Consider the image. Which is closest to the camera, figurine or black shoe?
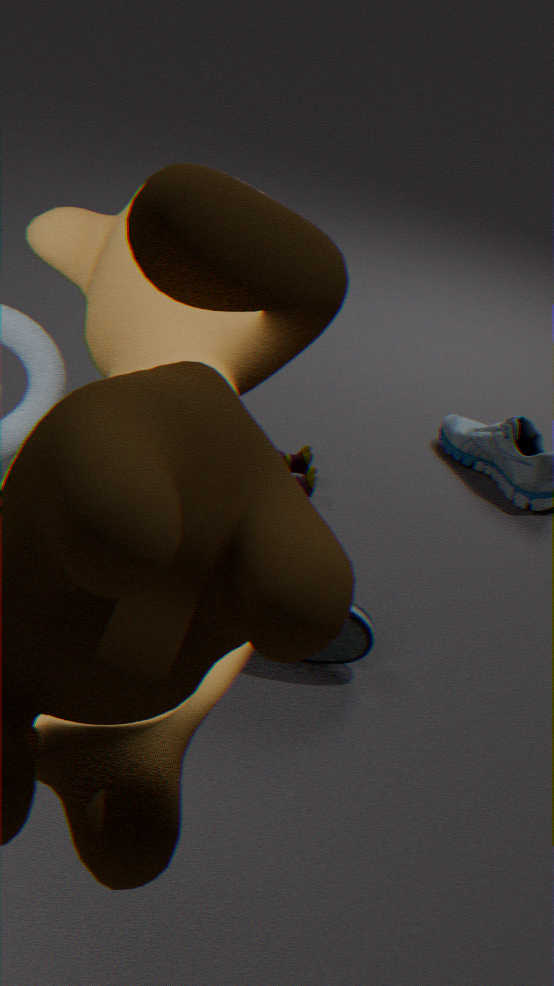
black shoe
